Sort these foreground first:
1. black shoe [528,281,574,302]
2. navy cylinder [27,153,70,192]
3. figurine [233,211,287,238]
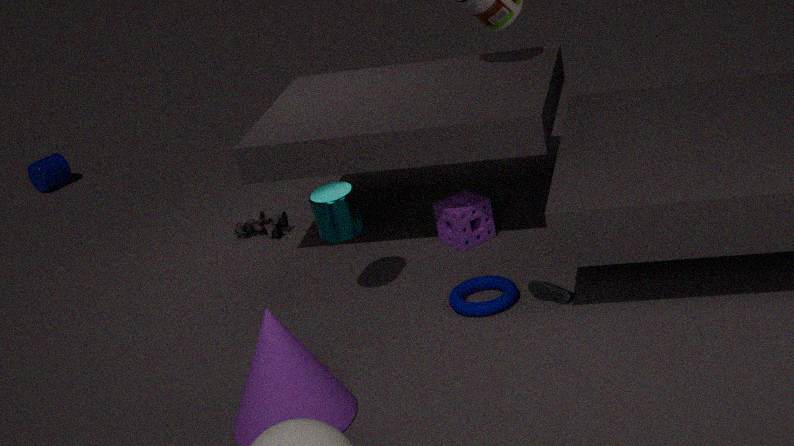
black shoe [528,281,574,302] < figurine [233,211,287,238] < navy cylinder [27,153,70,192]
